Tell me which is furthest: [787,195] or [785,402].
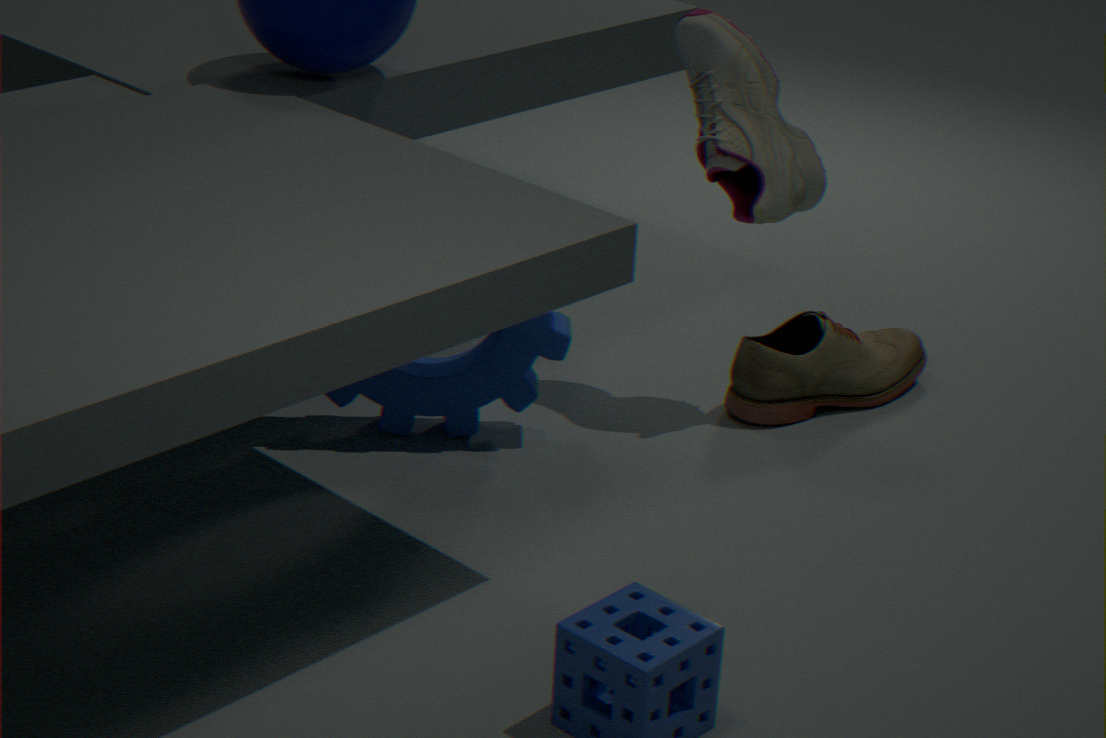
[785,402]
